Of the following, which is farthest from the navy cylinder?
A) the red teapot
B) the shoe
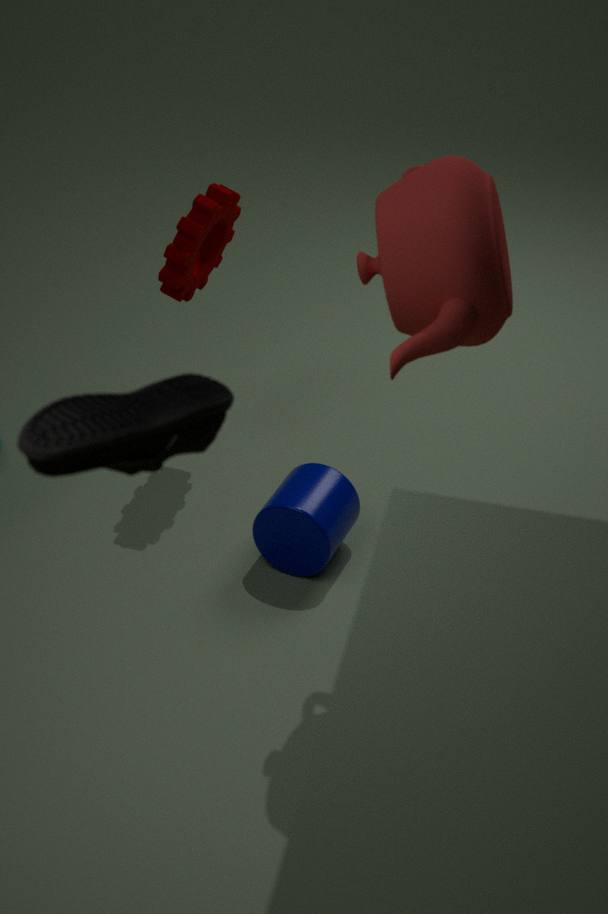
the shoe
